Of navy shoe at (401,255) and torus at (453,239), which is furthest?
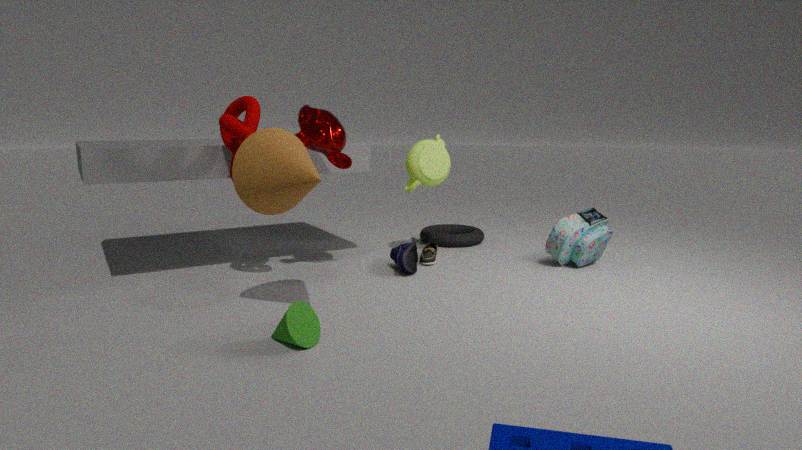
torus at (453,239)
